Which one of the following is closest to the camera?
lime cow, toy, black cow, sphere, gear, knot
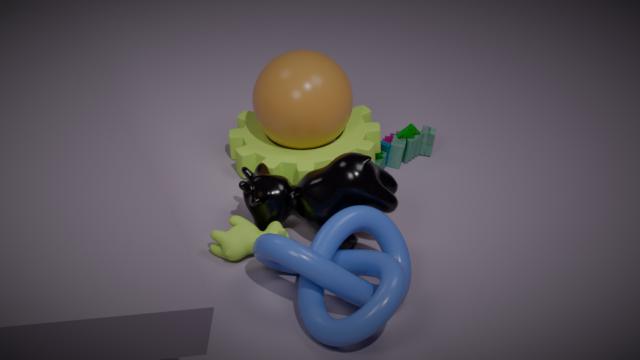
knot
